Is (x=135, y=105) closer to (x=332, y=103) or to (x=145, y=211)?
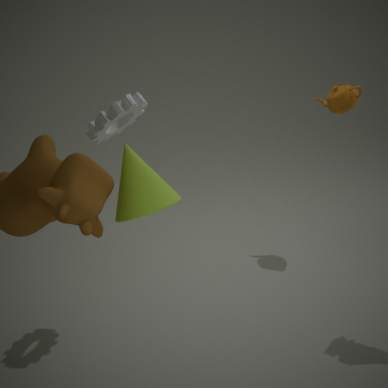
(x=145, y=211)
